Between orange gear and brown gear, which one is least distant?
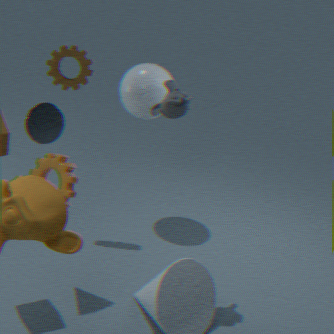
orange gear
